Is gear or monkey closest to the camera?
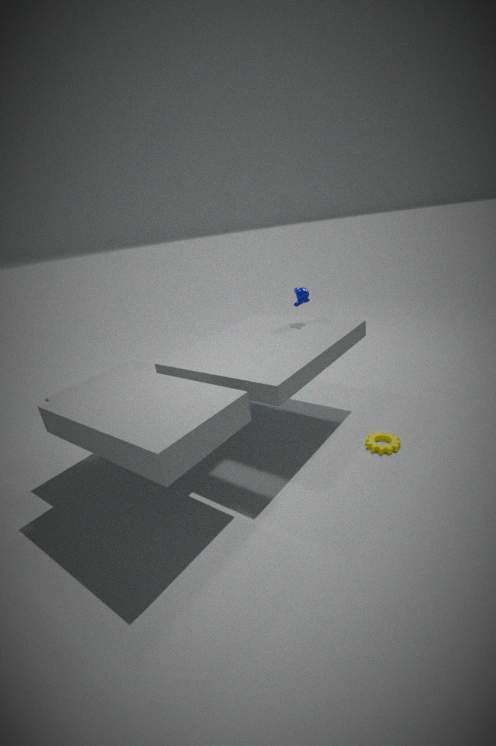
gear
